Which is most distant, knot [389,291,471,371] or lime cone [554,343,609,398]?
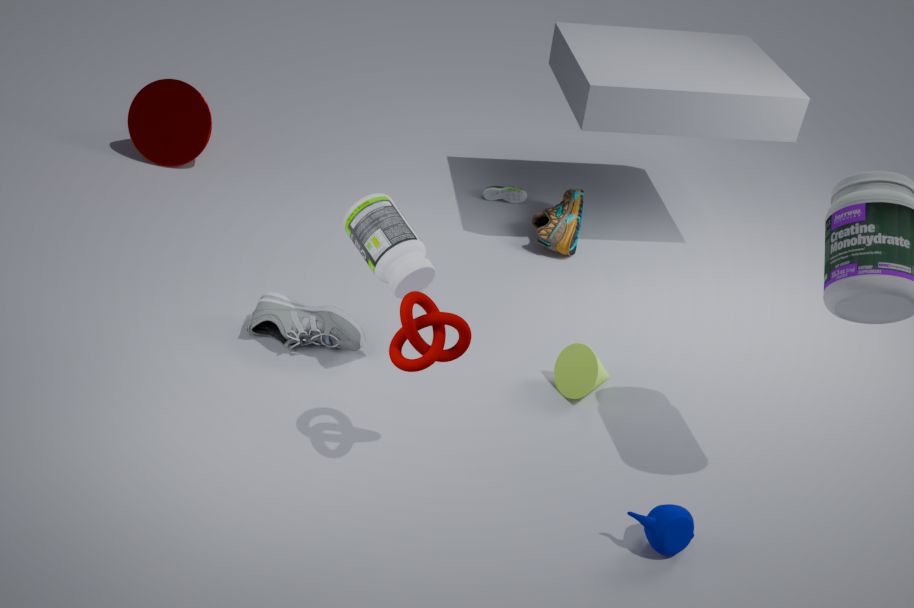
lime cone [554,343,609,398]
